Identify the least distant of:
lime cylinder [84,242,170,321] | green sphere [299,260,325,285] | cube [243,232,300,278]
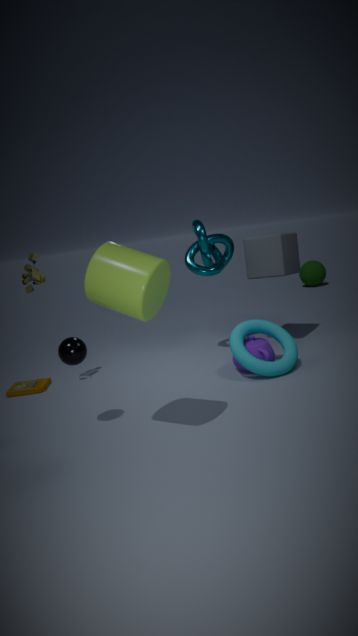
lime cylinder [84,242,170,321]
